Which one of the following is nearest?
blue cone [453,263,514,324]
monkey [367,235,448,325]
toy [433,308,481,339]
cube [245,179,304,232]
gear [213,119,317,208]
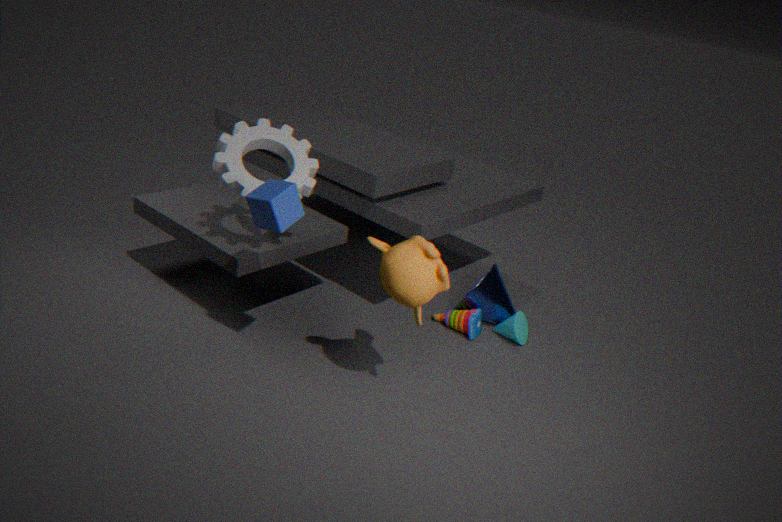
cube [245,179,304,232]
